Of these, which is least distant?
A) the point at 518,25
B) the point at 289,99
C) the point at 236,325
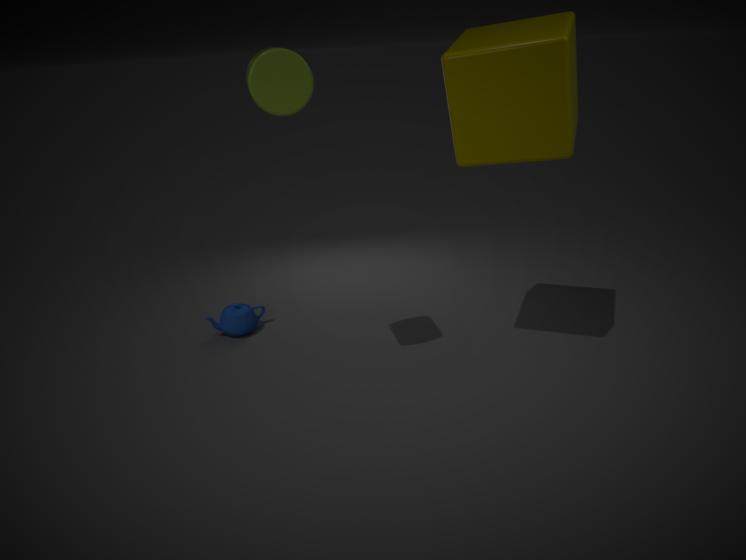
the point at 289,99
